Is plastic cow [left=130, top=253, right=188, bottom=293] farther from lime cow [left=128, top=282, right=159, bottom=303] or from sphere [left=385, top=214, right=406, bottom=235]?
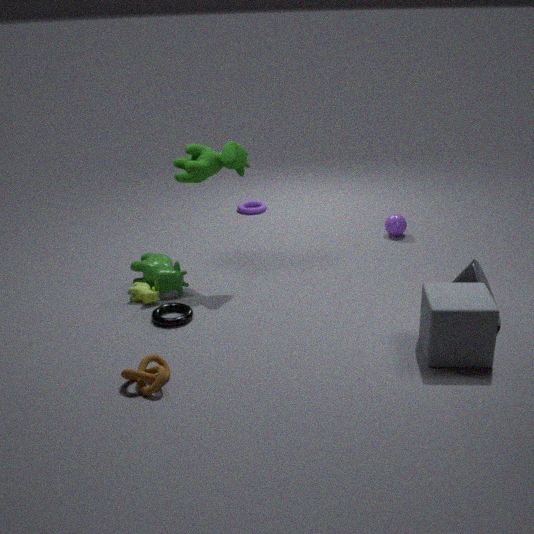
sphere [left=385, top=214, right=406, bottom=235]
